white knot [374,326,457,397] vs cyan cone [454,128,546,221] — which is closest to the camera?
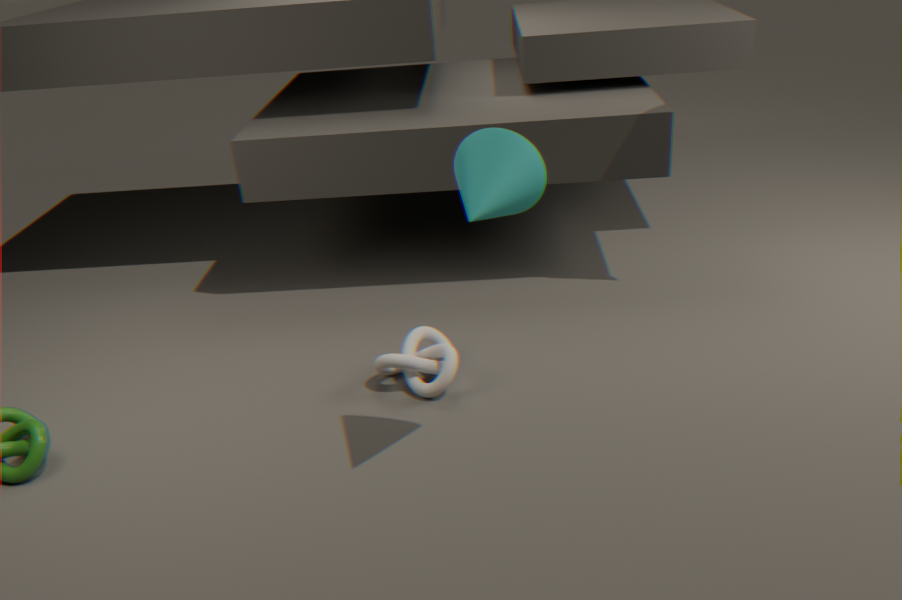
cyan cone [454,128,546,221]
